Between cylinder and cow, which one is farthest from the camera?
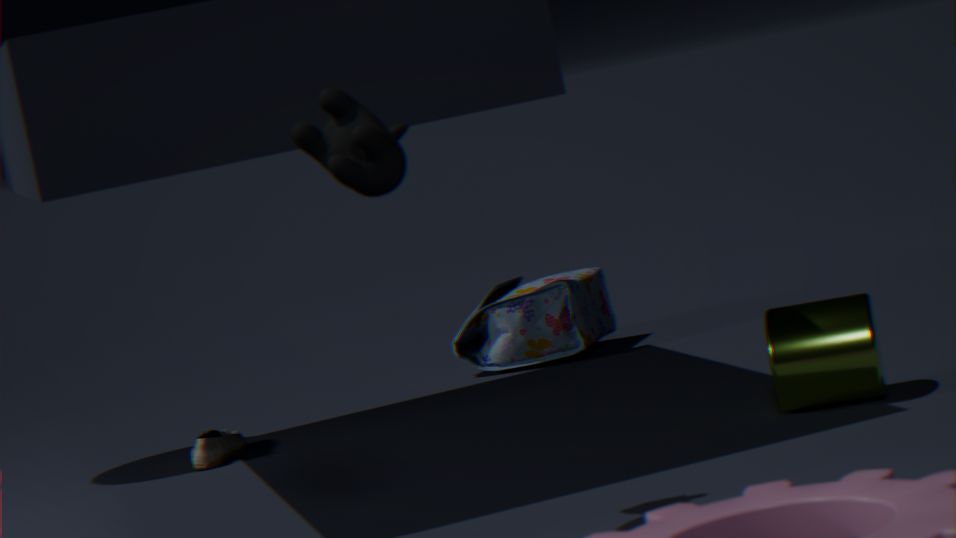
cylinder
